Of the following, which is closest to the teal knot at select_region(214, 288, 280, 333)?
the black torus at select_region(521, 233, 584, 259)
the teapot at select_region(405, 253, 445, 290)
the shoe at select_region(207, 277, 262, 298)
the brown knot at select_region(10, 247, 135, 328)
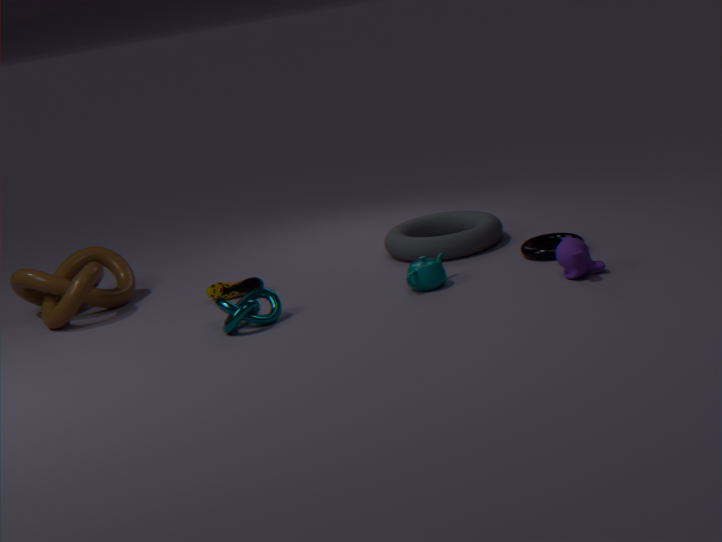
the shoe at select_region(207, 277, 262, 298)
